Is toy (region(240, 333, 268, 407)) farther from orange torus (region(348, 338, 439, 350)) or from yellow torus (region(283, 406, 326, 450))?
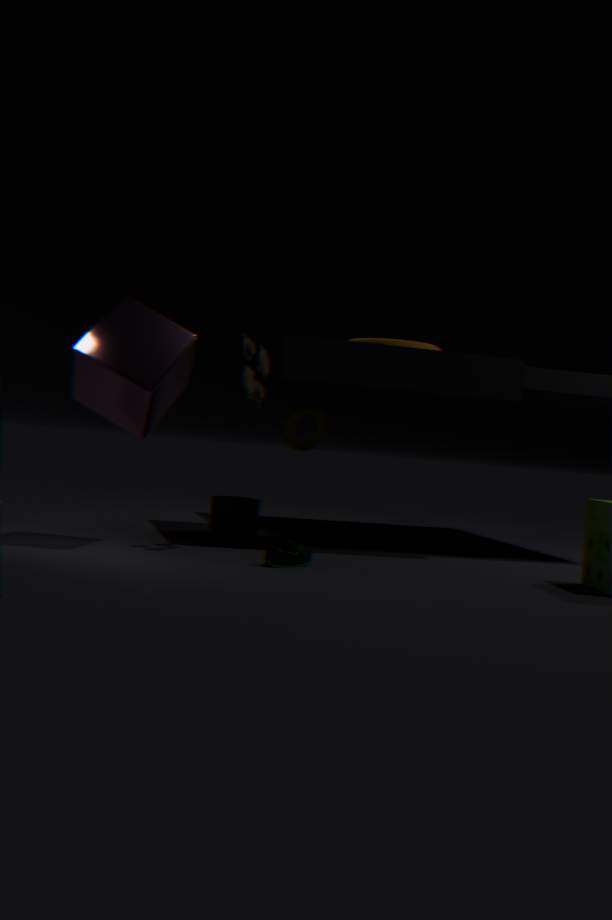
yellow torus (region(283, 406, 326, 450))
